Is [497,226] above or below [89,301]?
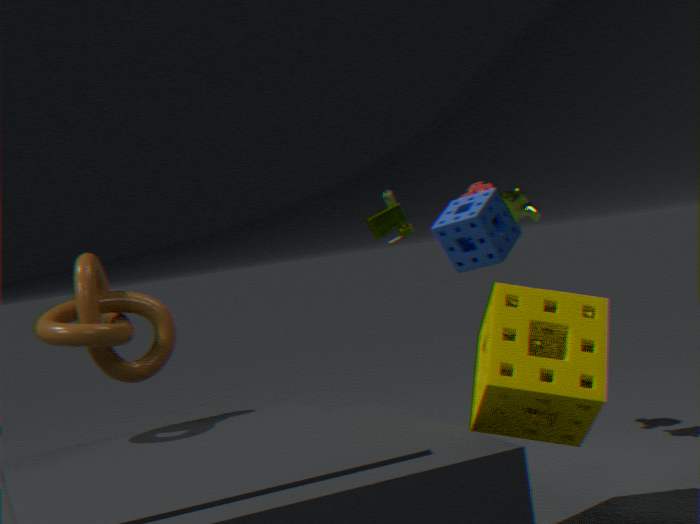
above
